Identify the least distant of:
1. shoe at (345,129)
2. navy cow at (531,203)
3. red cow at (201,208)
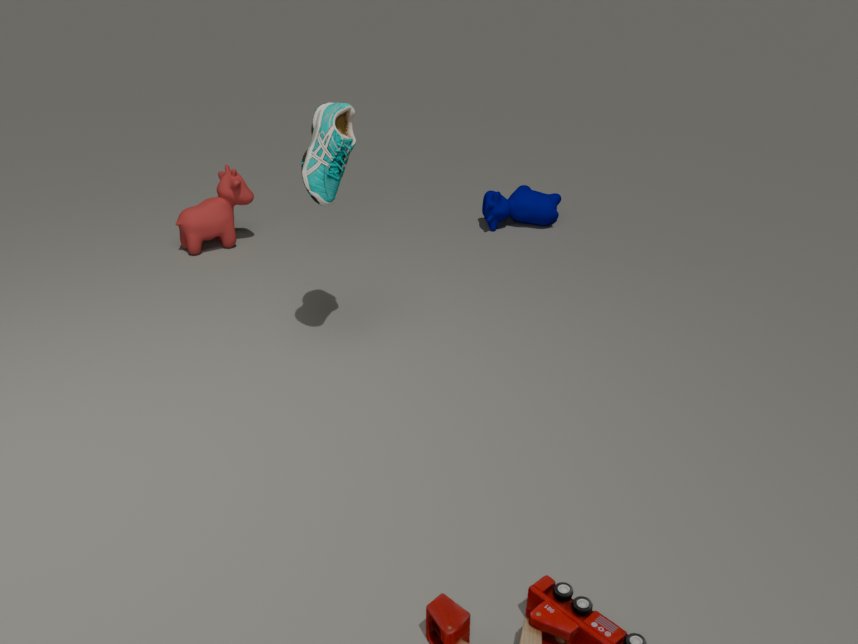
shoe at (345,129)
